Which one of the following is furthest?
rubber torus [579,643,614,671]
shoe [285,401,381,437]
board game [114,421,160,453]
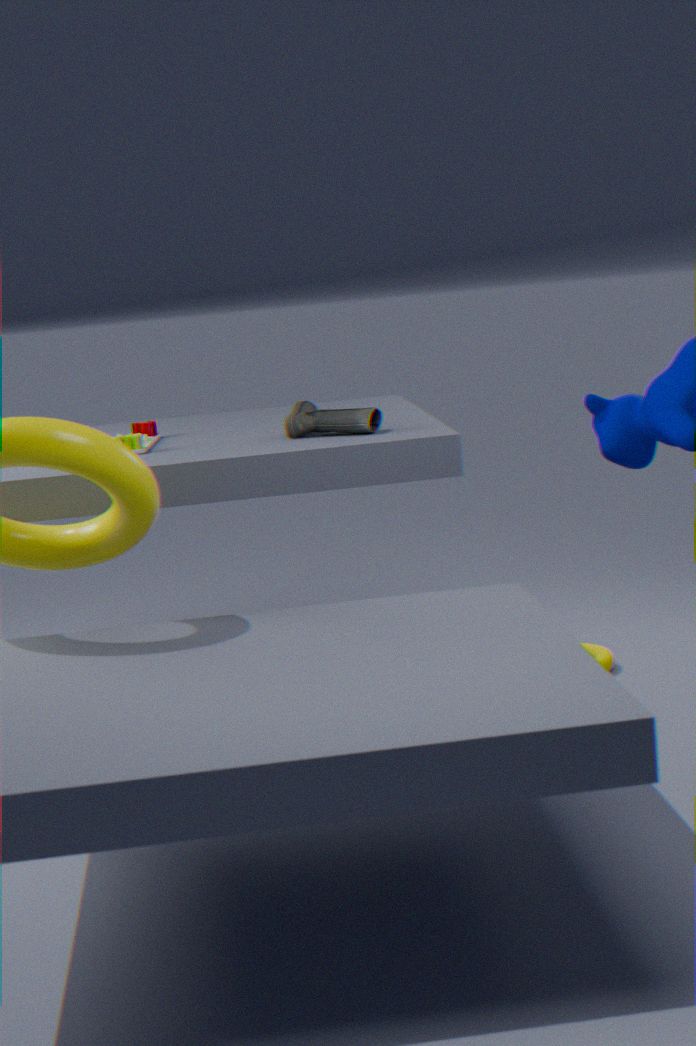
rubber torus [579,643,614,671]
